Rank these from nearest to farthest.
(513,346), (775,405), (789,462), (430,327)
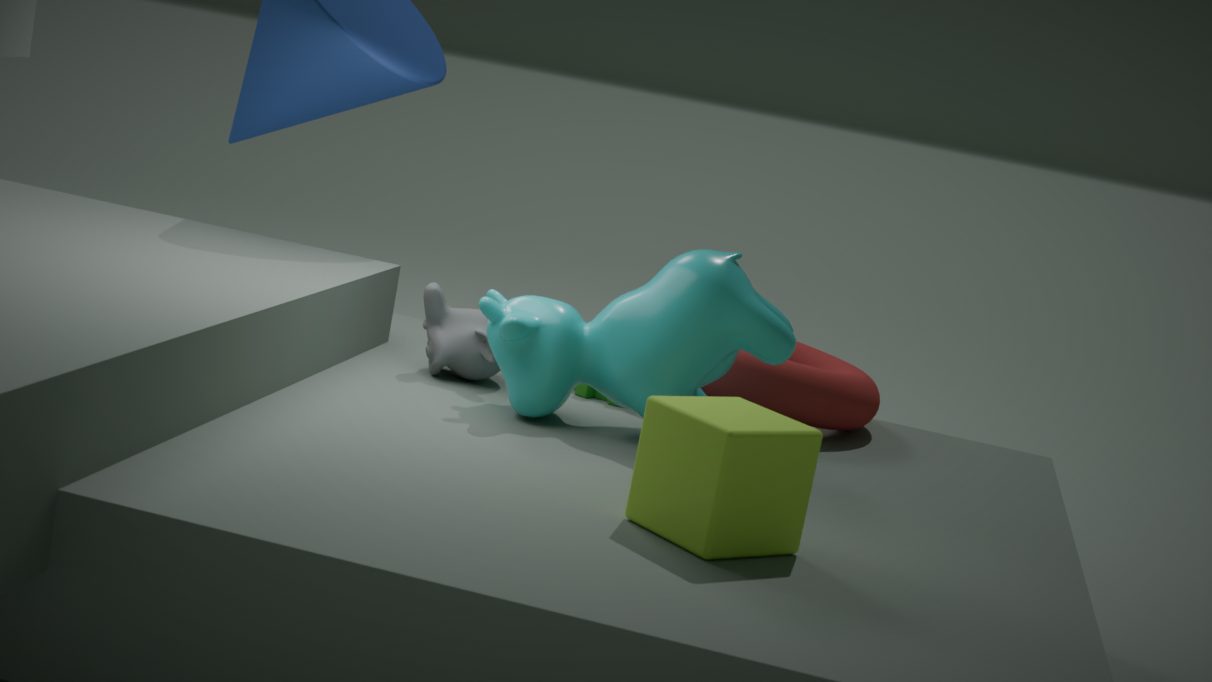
1. (789,462)
2. (513,346)
3. (775,405)
4. (430,327)
